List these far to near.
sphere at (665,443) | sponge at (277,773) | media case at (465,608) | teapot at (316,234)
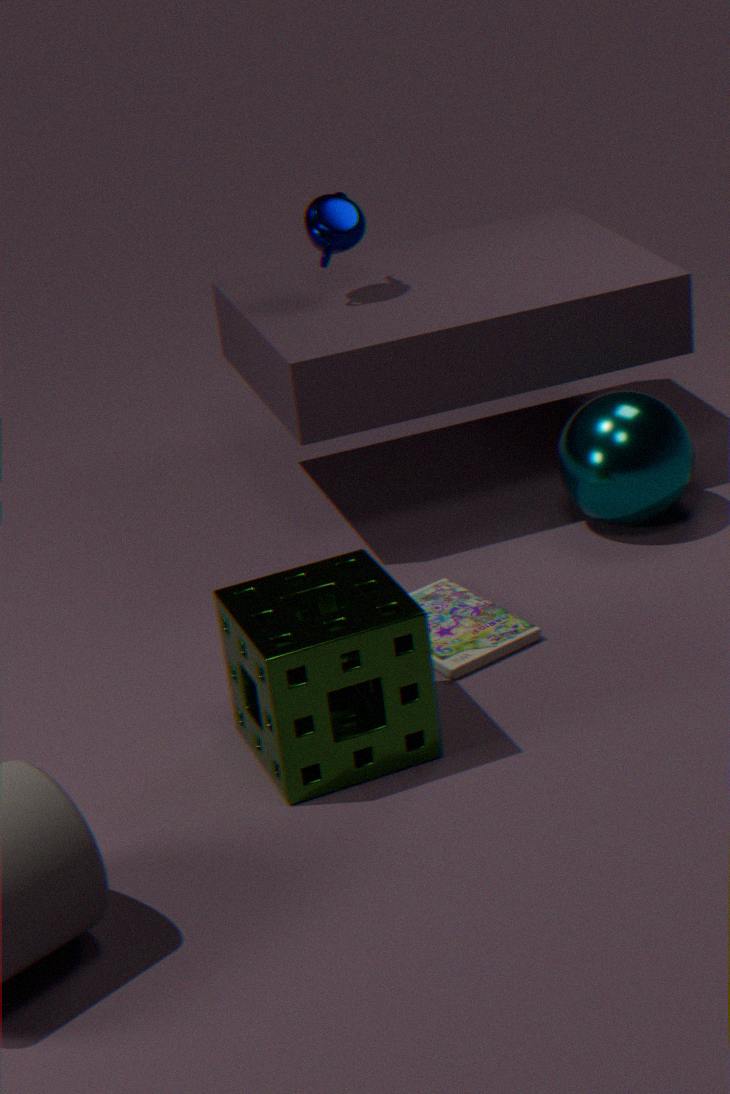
teapot at (316,234) < sphere at (665,443) < media case at (465,608) < sponge at (277,773)
